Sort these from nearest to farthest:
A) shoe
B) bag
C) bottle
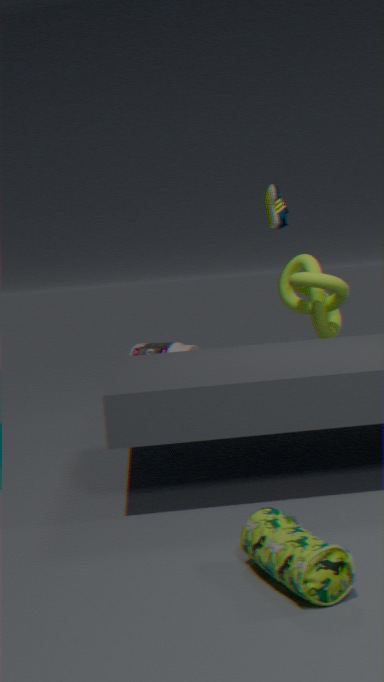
bag, shoe, bottle
